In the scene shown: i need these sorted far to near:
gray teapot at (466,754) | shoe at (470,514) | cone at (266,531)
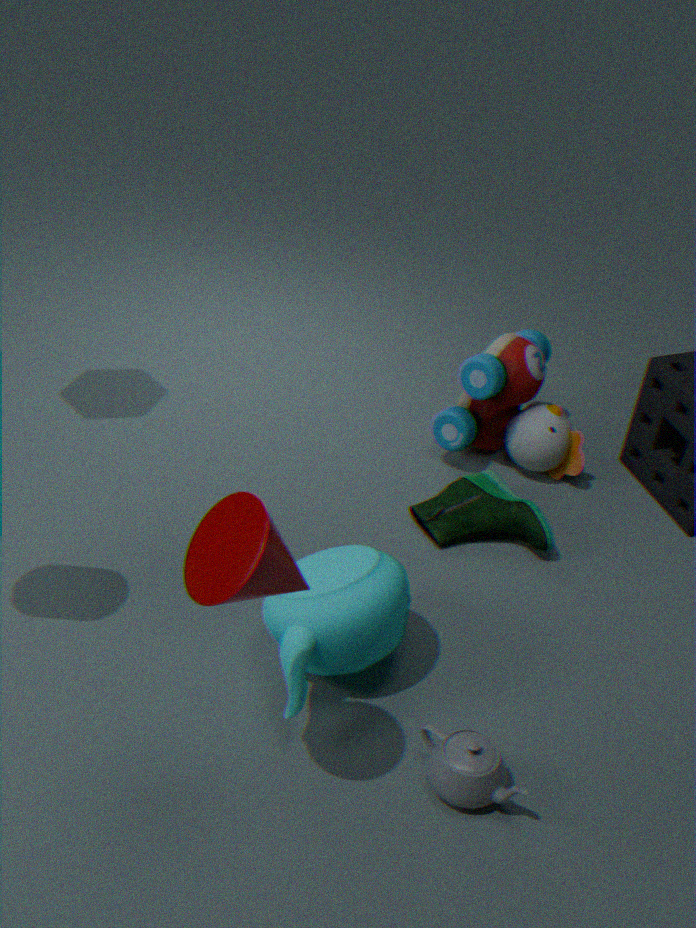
shoe at (470,514) → gray teapot at (466,754) → cone at (266,531)
